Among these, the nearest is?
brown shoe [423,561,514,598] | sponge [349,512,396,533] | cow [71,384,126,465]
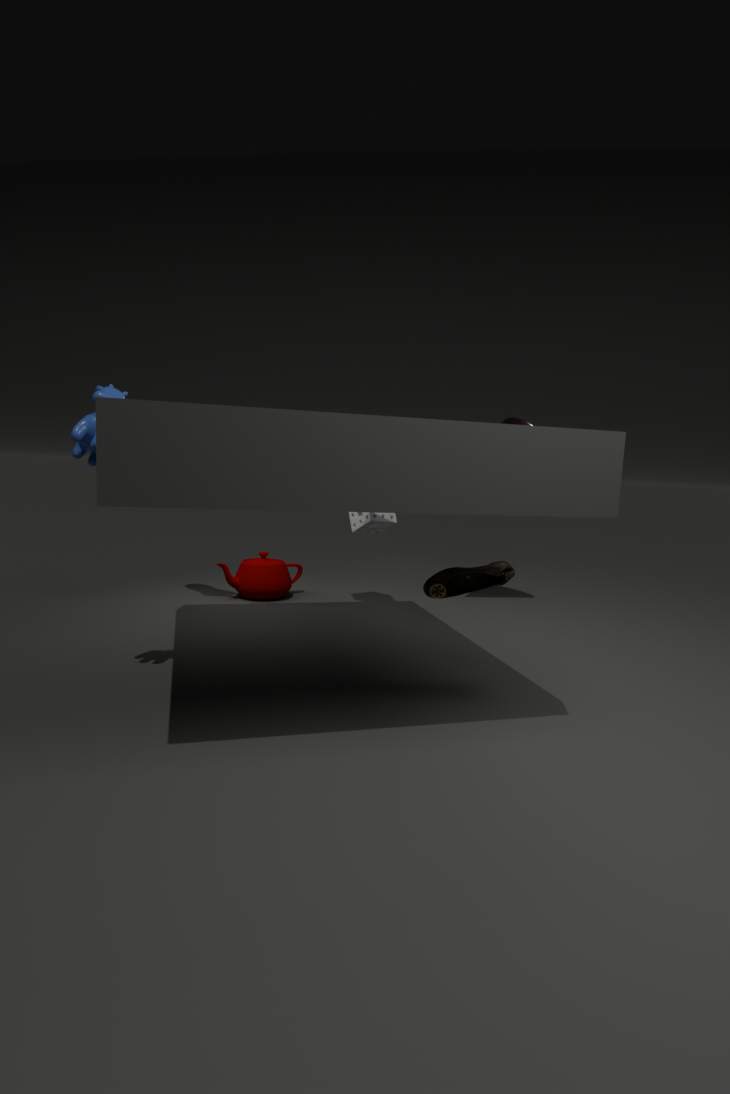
cow [71,384,126,465]
